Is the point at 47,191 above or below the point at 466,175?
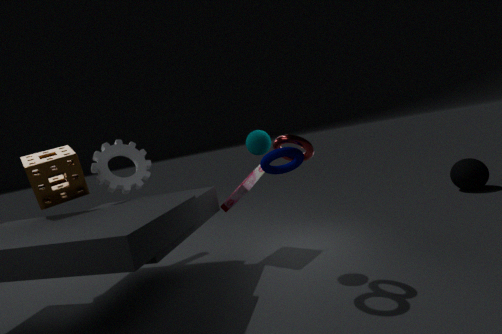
above
